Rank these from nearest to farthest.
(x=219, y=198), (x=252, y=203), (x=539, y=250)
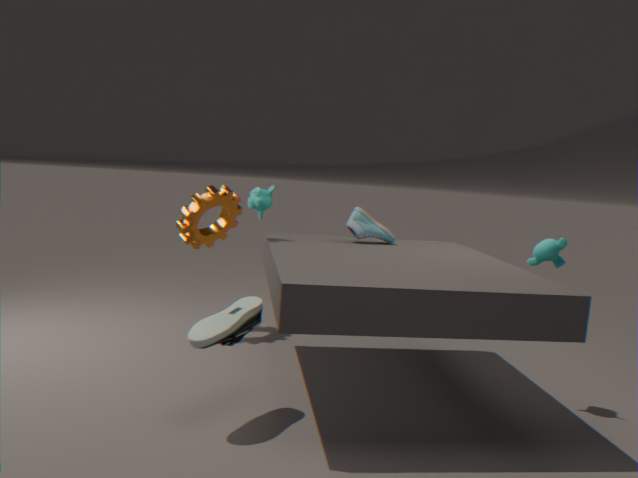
(x=539, y=250)
(x=252, y=203)
(x=219, y=198)
